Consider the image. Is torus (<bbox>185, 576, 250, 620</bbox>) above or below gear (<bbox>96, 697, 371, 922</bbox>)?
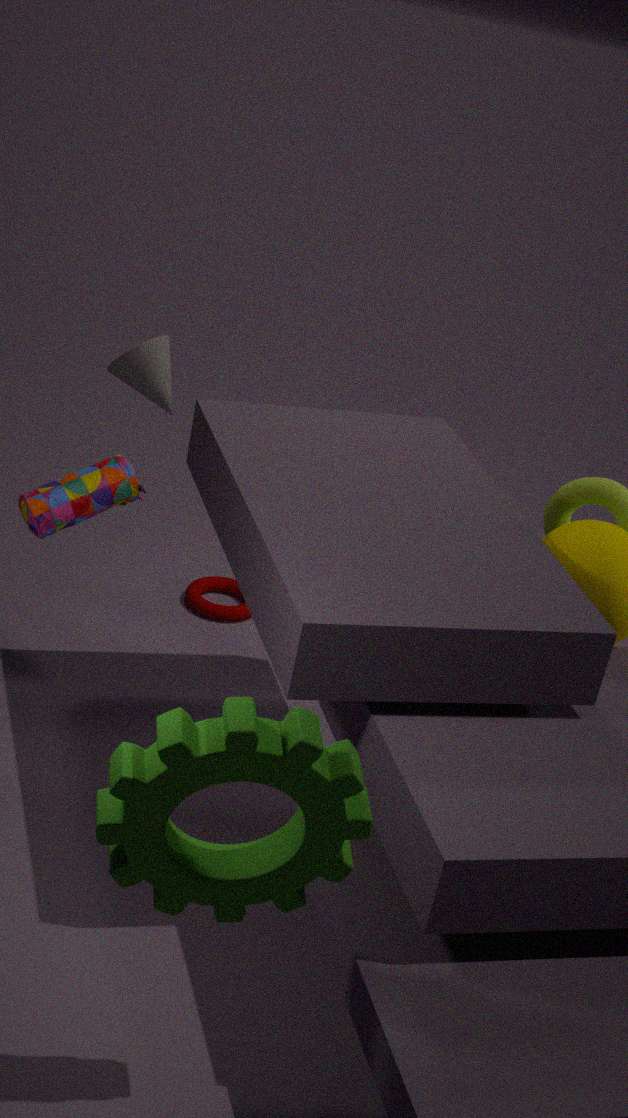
below
